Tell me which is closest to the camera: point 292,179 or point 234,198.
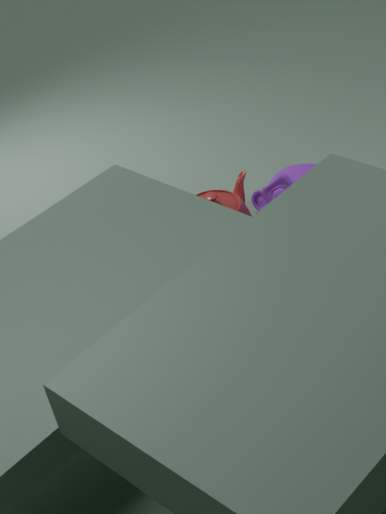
point 292,179
